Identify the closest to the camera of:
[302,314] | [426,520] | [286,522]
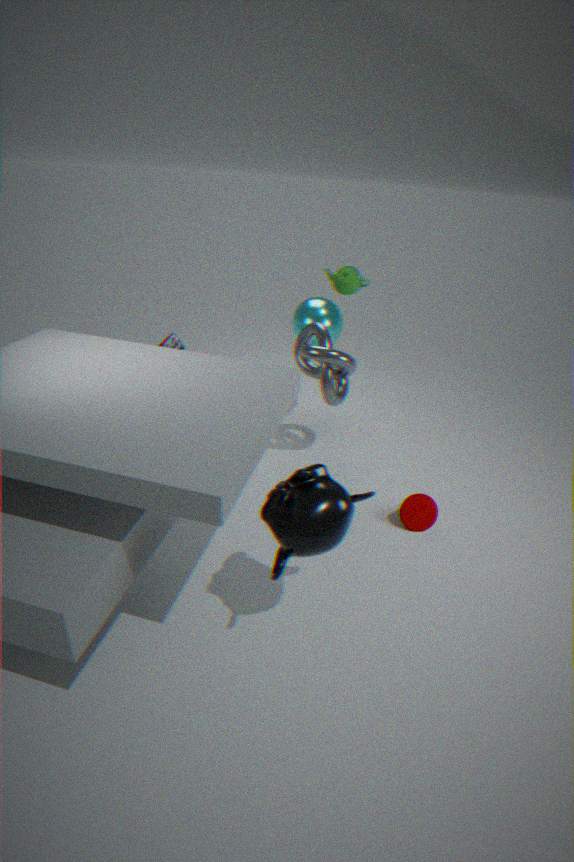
[286,522]
